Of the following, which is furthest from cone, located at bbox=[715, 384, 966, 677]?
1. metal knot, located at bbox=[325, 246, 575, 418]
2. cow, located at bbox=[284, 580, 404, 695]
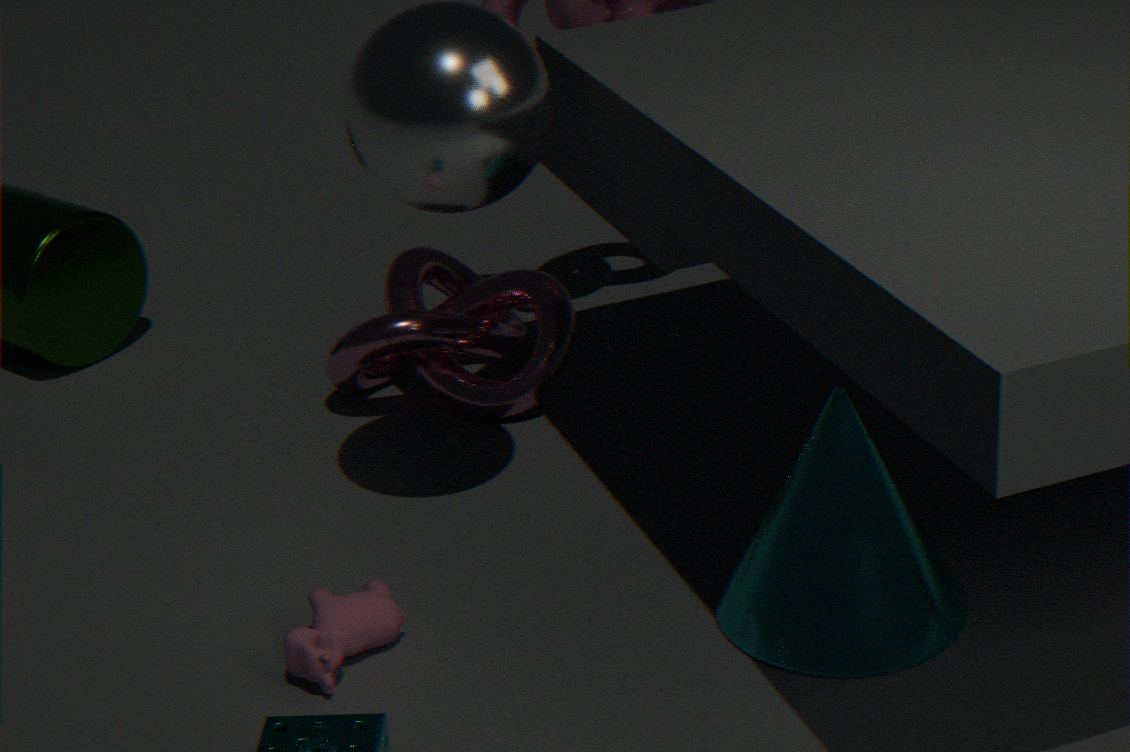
metal knot, located at bbox=[325, 246, 575, 418]
